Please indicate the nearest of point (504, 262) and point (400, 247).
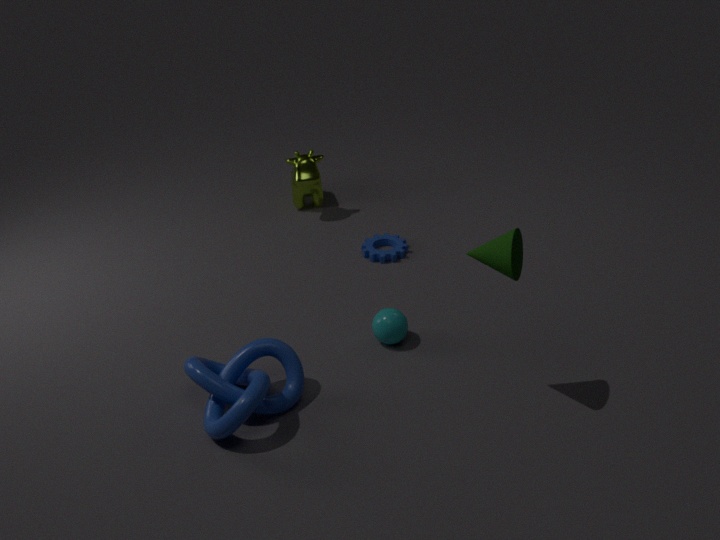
point (504, 262)
